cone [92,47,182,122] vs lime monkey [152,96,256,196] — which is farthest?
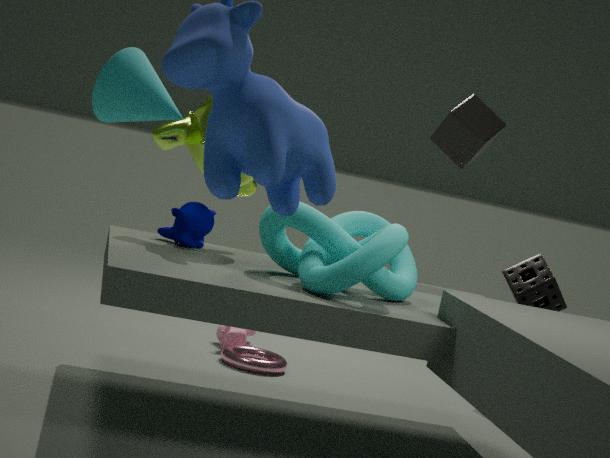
lime monkey [152,96,256,196]
